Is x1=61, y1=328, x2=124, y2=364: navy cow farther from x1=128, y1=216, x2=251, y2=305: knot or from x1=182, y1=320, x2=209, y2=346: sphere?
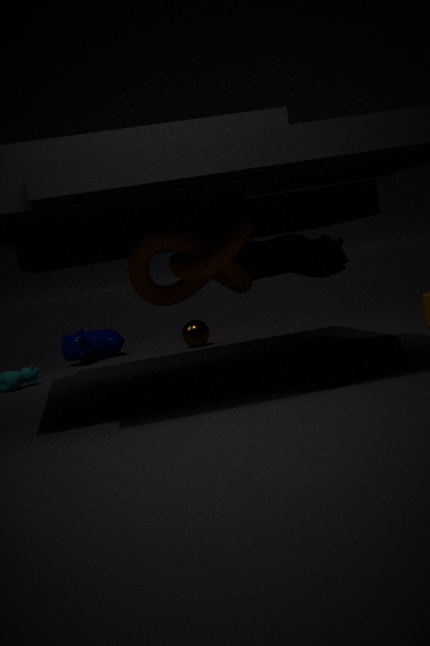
x1=128, y1=216, x2=251, y2=305: knot
